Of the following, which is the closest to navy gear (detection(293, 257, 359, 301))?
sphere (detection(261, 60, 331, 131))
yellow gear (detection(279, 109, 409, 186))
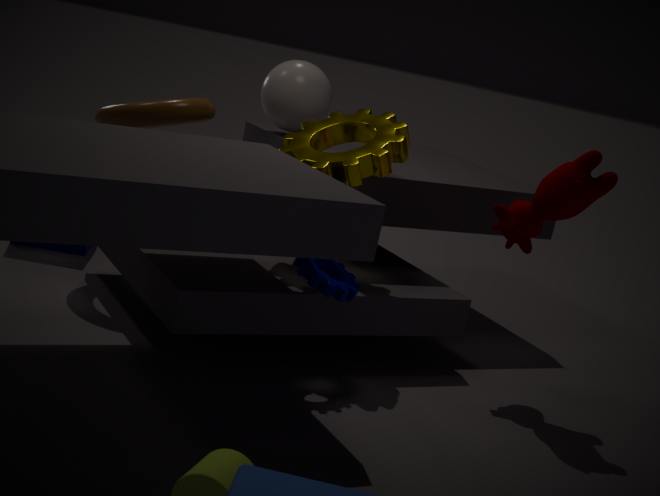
yellow gear (detection(279, 109, 409, 186))
